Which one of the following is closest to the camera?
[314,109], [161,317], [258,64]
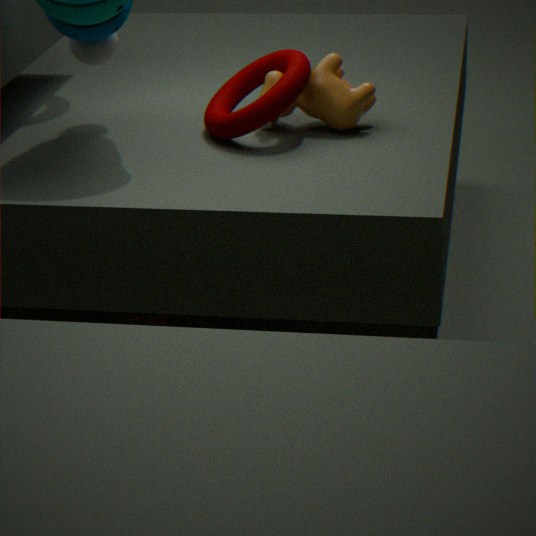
[314,109]
